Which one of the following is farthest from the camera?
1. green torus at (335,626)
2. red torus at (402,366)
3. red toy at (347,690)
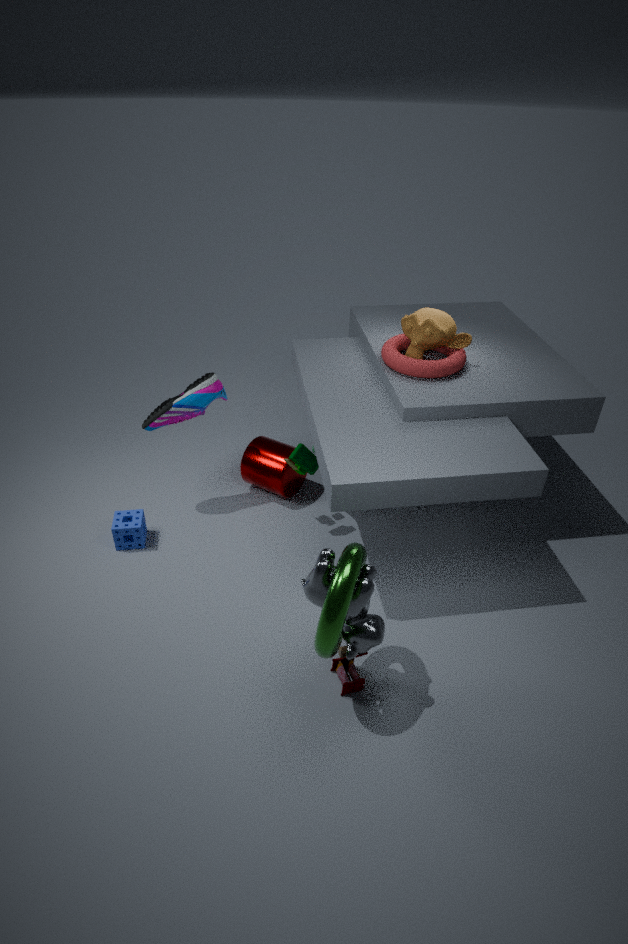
red torus at (402,366)
